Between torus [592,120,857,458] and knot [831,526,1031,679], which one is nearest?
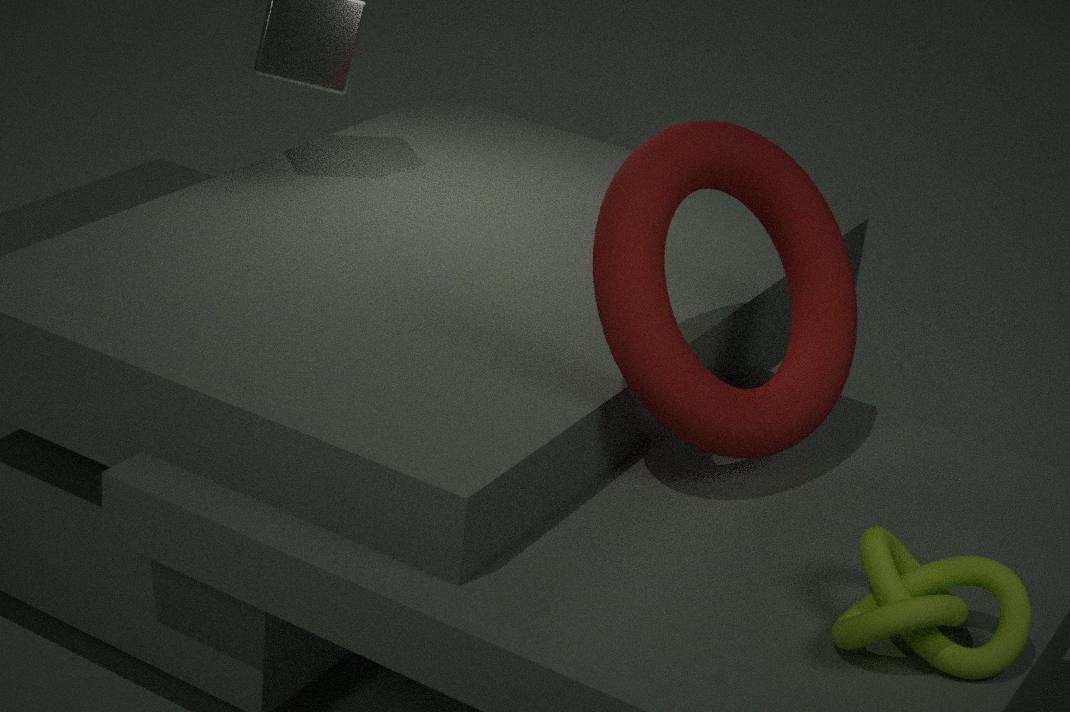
knot [831,526,1031,679]
